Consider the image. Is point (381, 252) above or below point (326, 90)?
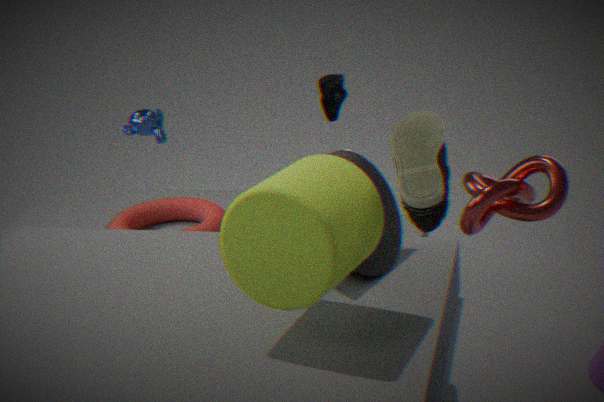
below
